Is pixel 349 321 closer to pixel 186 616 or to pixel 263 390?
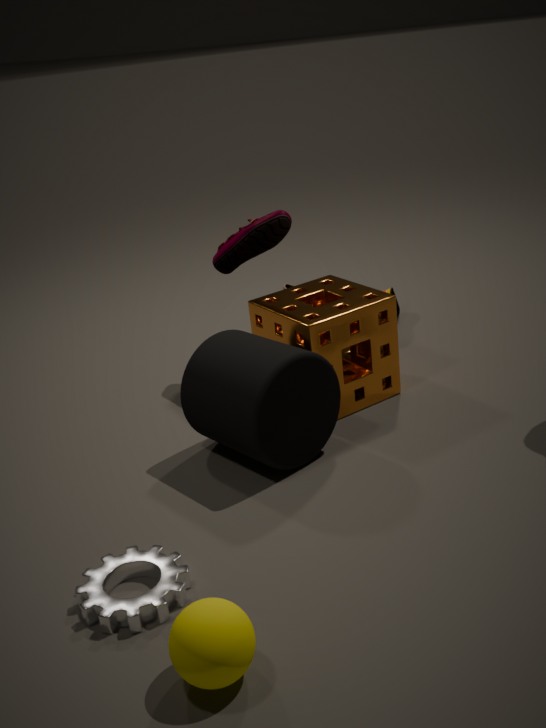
pixel 263 390
